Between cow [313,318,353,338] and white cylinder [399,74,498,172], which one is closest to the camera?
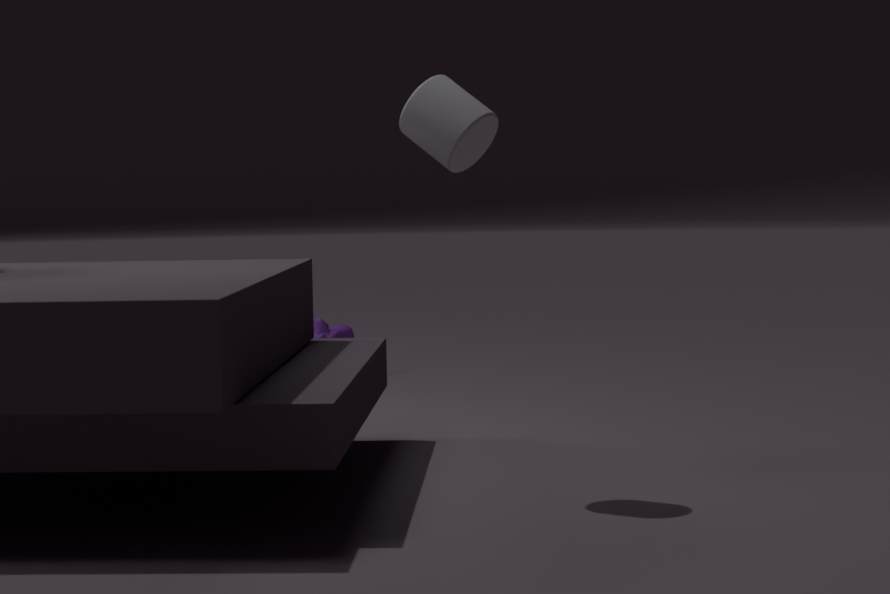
white cylinder [399,74,498,172]
